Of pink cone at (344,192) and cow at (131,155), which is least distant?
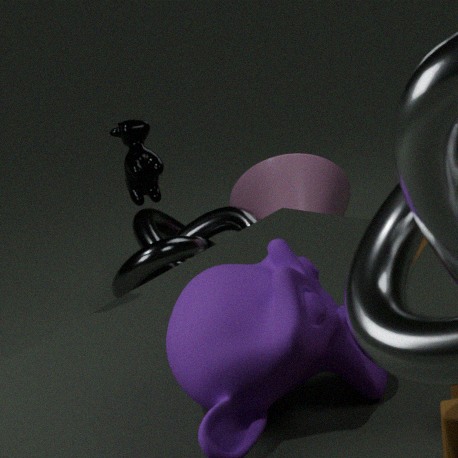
cow at (131,155)
